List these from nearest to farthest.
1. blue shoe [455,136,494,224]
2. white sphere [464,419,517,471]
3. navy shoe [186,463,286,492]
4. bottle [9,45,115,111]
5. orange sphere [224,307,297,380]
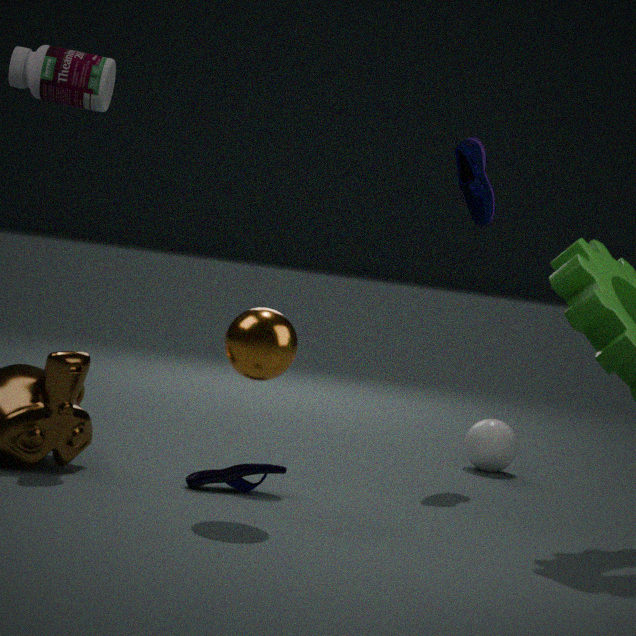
orange sphere [224,307,297,380] < navy shoe [186,463,286,492] < bottle [9,45,115,111] < blue shoe [455,136,494,224] < white sphere [464,419,517,471]
